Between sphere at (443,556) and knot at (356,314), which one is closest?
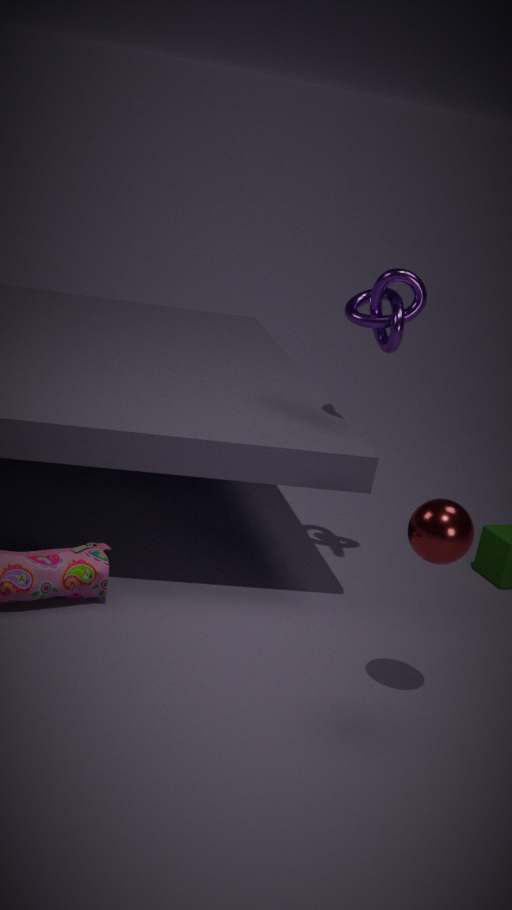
sphere at (443,556)
